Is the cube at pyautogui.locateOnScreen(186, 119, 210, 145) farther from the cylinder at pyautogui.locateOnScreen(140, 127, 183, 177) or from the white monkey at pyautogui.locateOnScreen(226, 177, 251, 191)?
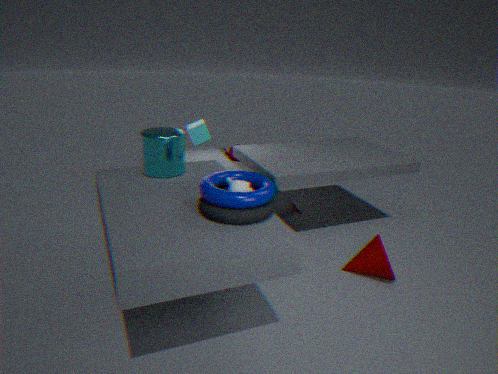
the white monkey at pyautogui.locateOnScreen(226, 177, 251, 191)
